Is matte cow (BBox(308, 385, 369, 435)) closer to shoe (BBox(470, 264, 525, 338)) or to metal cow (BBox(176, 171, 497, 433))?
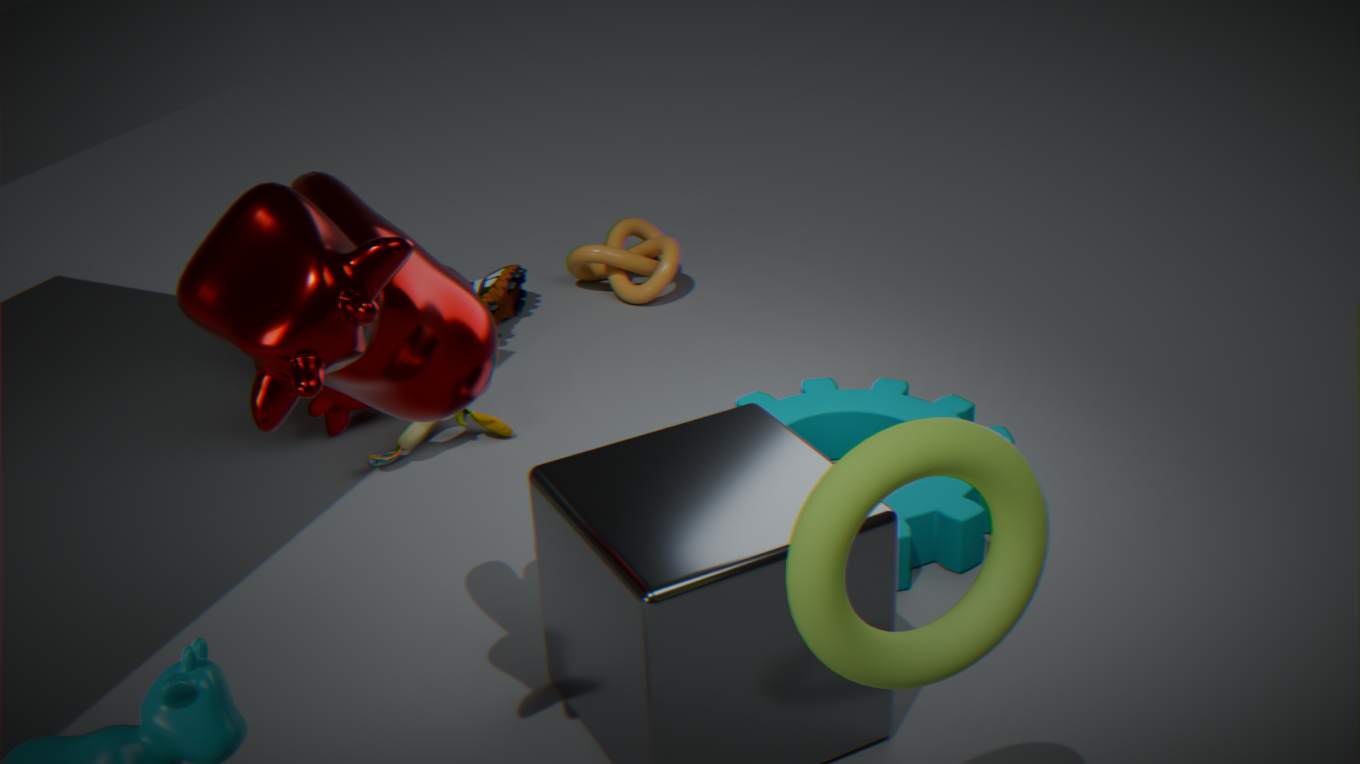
shoe (BBox(470, 264, 525, 338))
